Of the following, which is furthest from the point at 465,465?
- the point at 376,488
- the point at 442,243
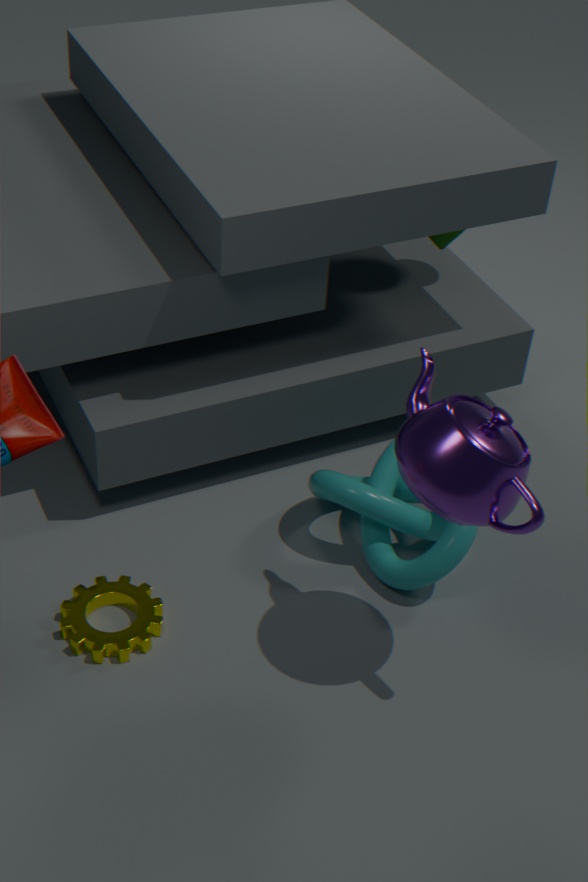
the point at 442,243
